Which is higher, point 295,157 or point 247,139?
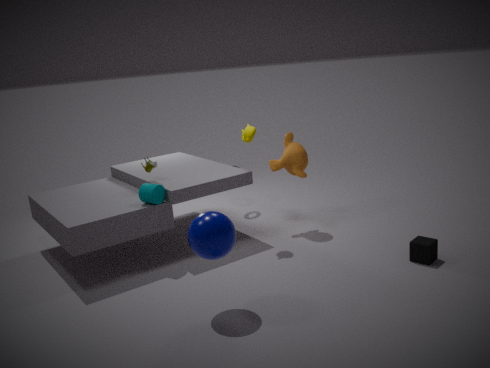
point 247,139
